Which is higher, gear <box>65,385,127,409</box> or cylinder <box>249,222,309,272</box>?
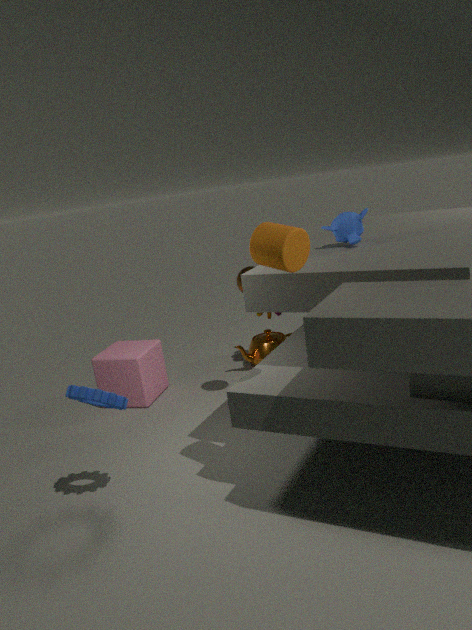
cylinder <box>249,222,309,272</box>
